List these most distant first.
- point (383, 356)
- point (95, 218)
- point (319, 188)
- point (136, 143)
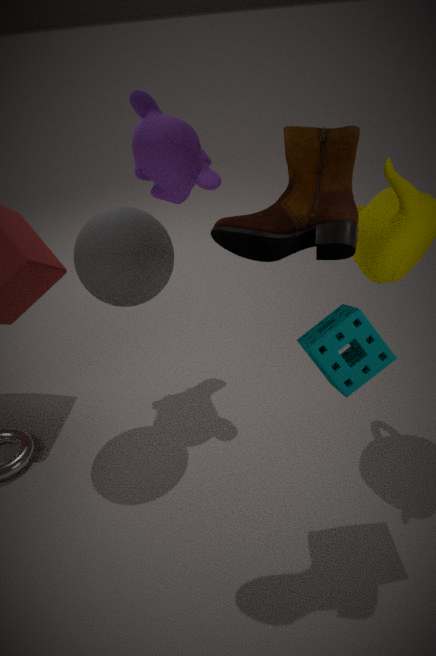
point (136, 143) < point (95, 218) < point (383, 356) < point (319, 188)
